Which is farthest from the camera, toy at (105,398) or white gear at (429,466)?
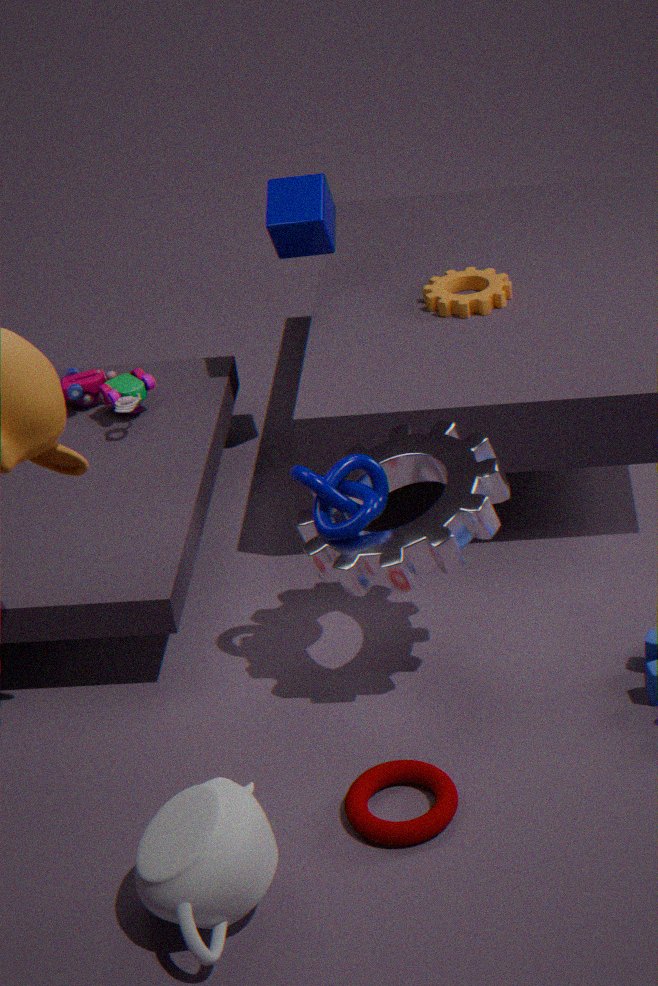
toy at (105,398)
